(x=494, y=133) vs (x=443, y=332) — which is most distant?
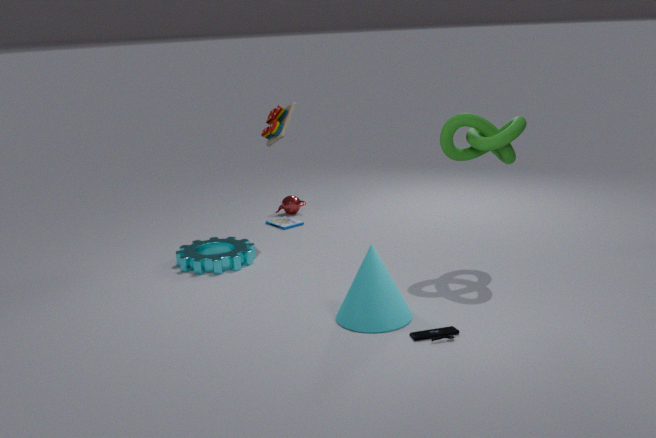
(x=494, y=133)
